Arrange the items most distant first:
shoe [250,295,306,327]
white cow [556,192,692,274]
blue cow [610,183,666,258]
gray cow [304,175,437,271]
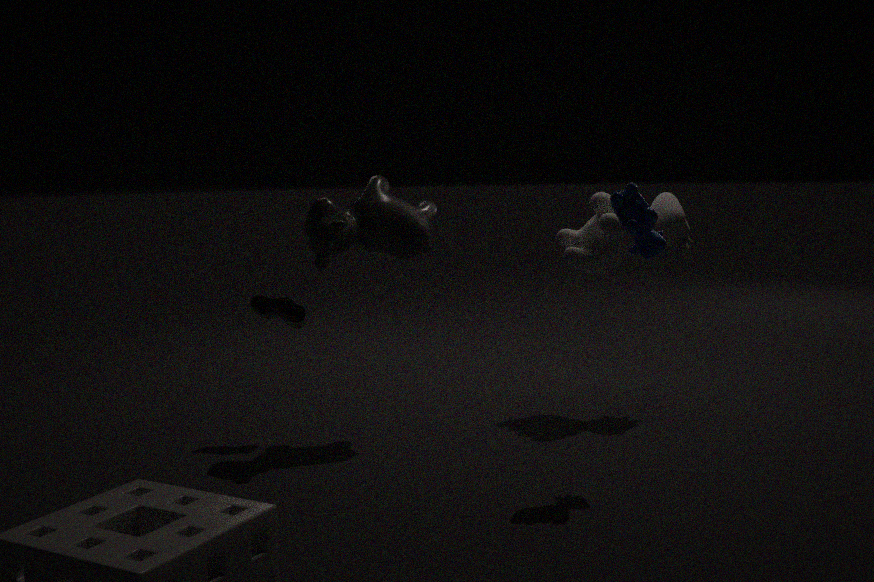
white cow [556,192,692,274] < shoe [250,295,306,327] < gray cow [304,175,437,271] < blue cow [610,183,666,258]
